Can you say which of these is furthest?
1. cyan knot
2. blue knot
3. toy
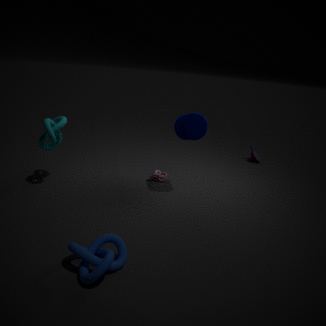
toy
